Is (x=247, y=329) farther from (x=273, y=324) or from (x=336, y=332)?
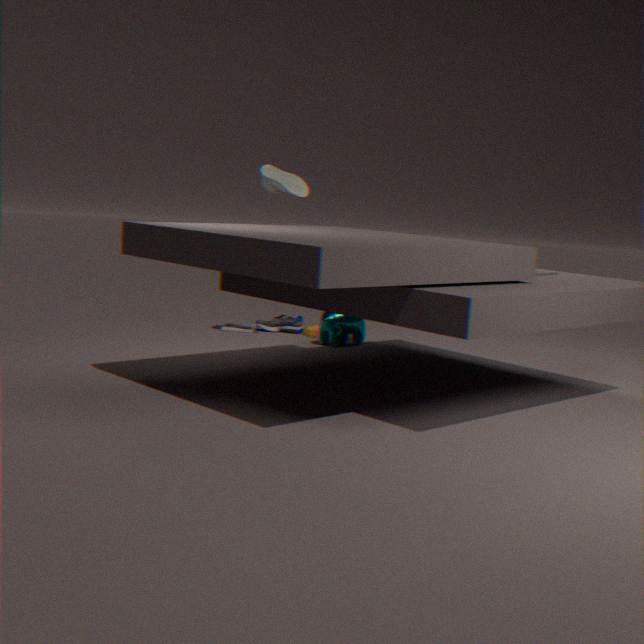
(x=336, y=332)
